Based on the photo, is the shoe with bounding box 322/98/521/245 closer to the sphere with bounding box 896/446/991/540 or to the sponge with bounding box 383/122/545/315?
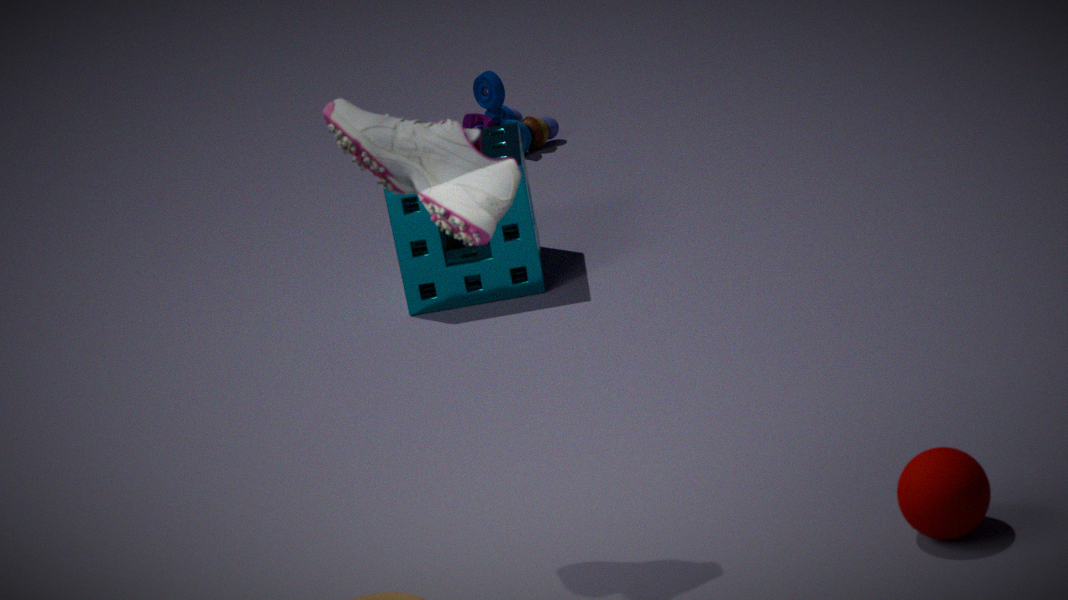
the sphere with bounding box 896/446/991/540
